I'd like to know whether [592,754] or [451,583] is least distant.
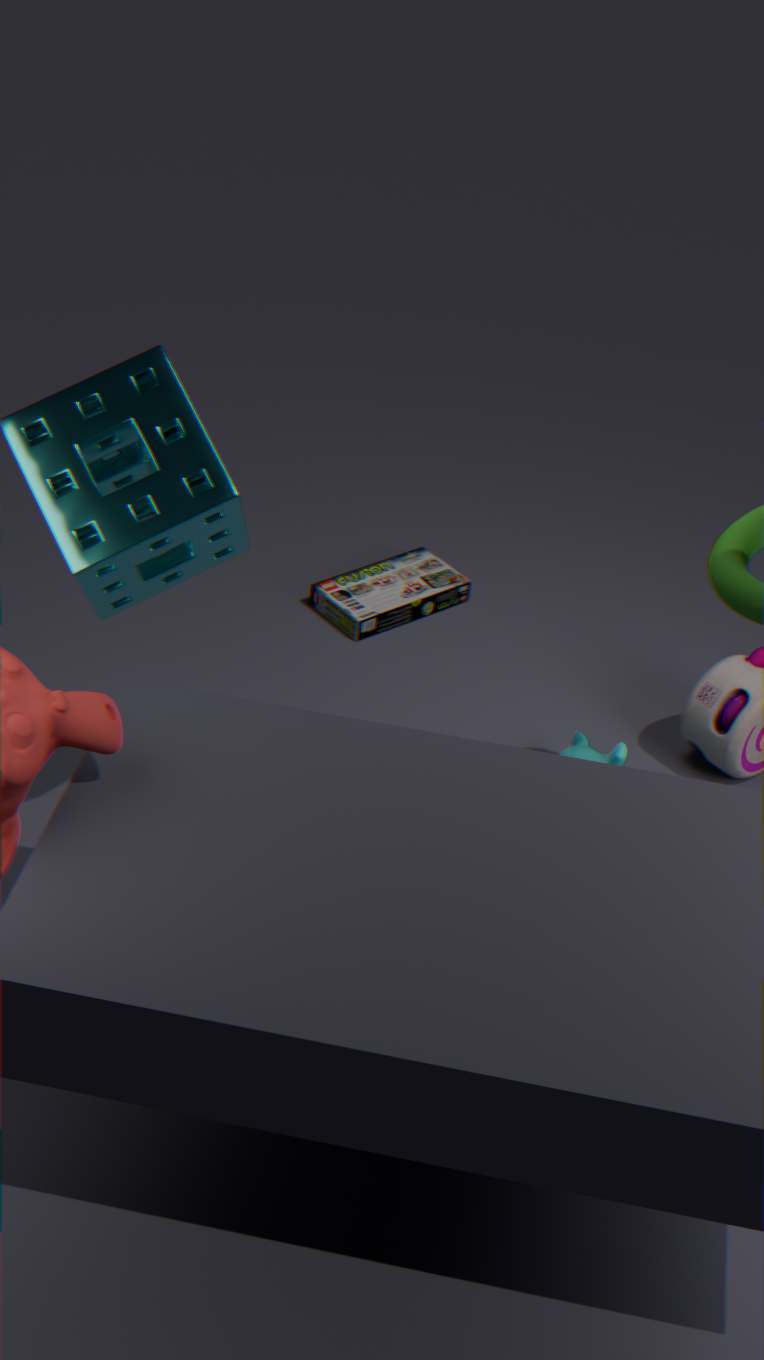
[592,754]
